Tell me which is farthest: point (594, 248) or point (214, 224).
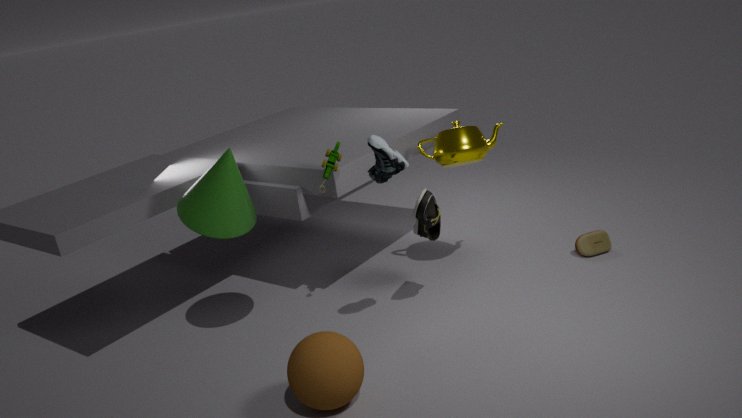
point (594, 248)
